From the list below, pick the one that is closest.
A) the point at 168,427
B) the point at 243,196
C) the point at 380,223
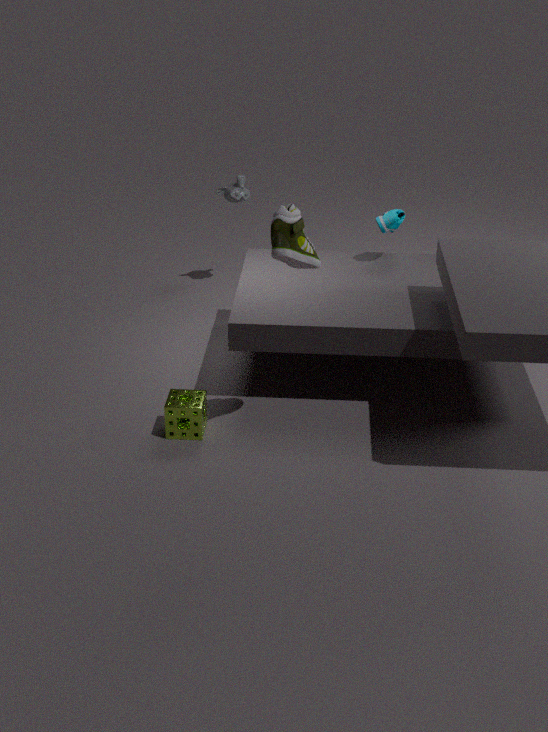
the point at 168,427
